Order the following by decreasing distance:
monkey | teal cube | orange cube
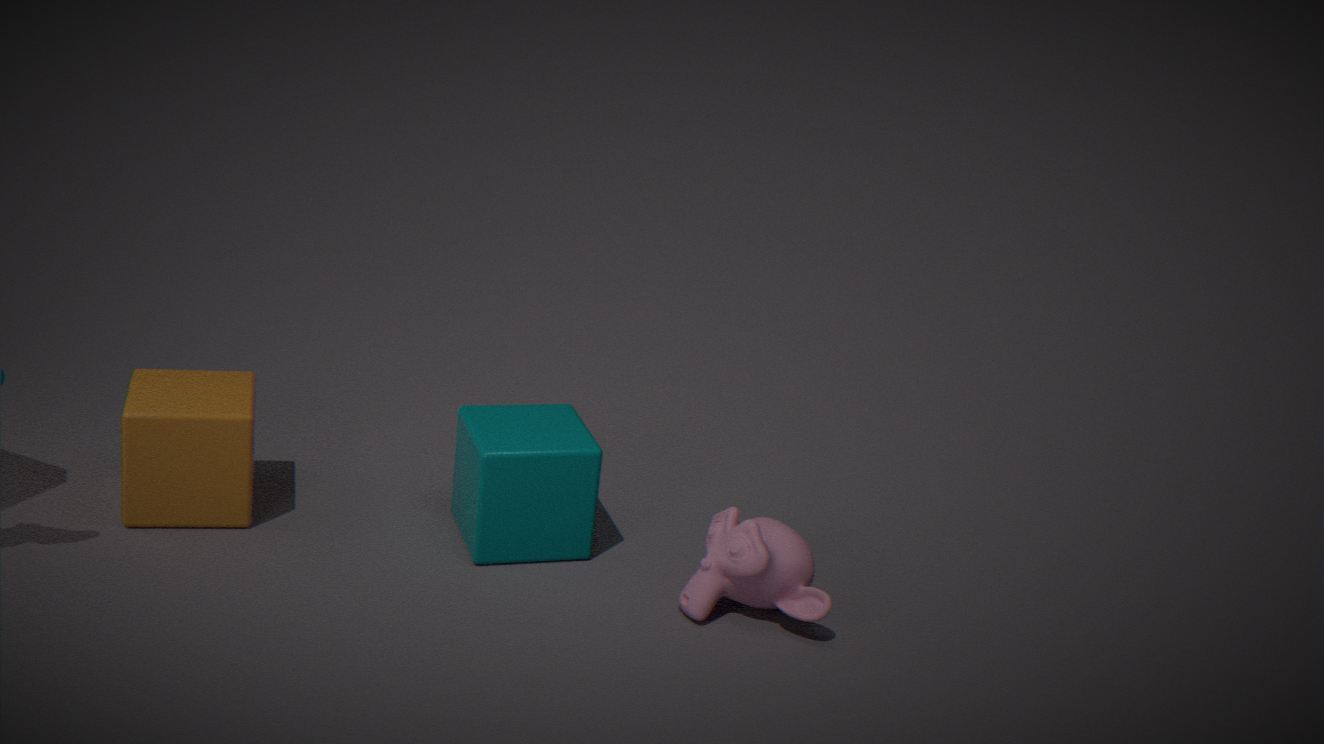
teal cube < orange cube < monkey
